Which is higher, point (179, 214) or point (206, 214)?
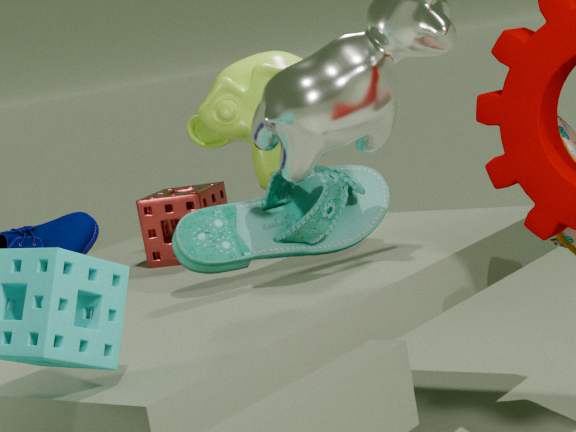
point (206, 214)
